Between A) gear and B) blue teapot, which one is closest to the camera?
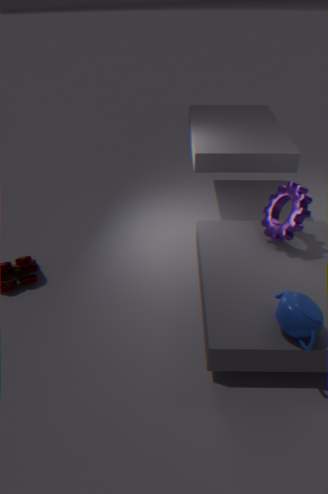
B. blue teapot
